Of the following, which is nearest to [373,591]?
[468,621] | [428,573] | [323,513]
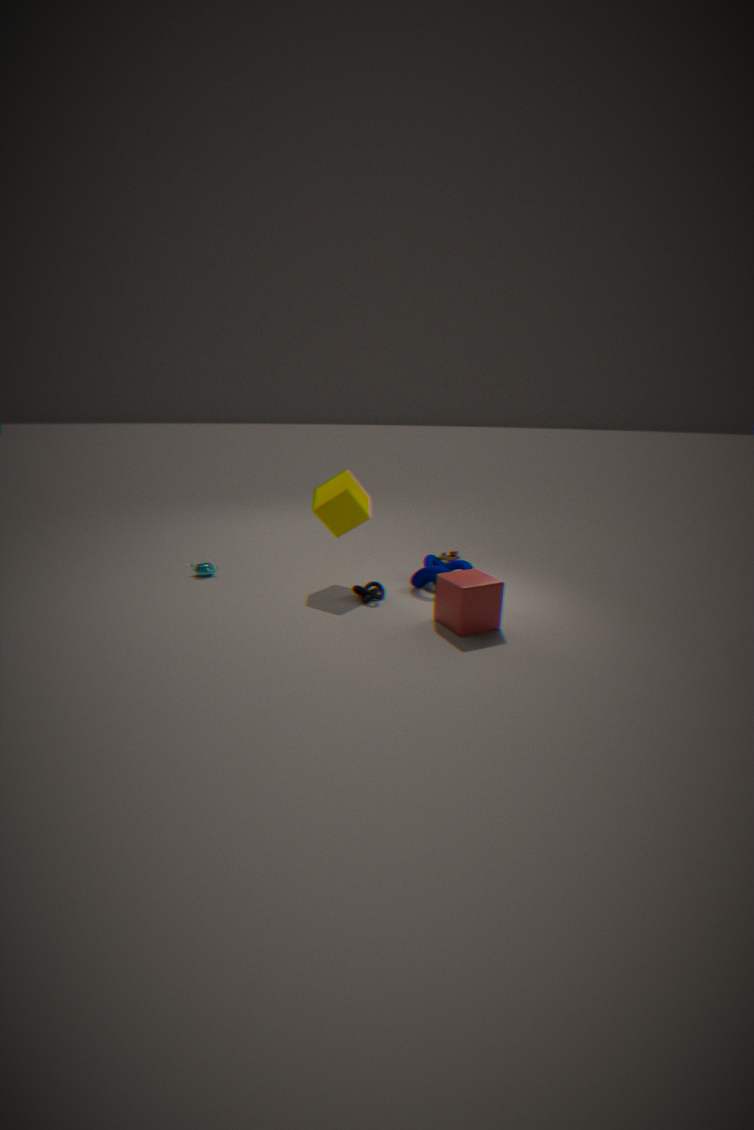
[428,573]
